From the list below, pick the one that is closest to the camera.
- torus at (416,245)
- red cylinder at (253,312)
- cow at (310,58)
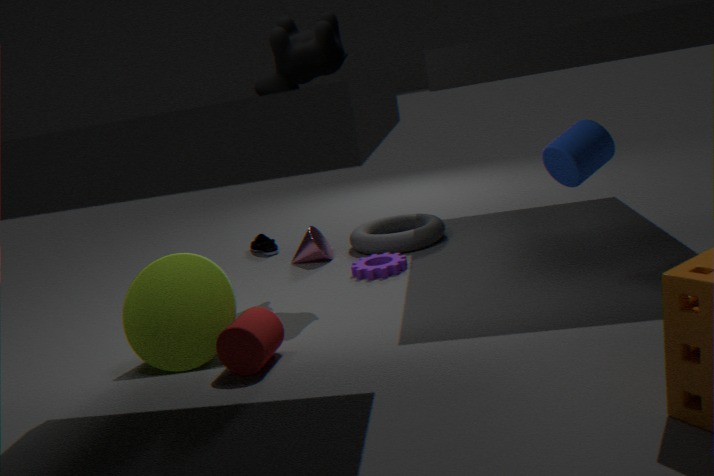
red cylinder at (253,312)
